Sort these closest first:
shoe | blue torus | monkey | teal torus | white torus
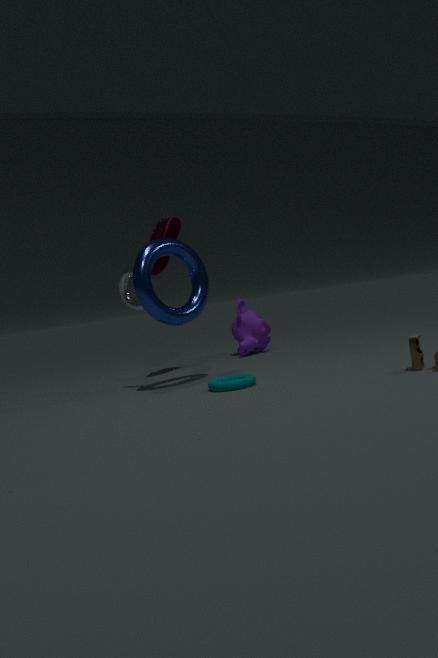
teal torus → blue torus → white torus → shoe → monkey
